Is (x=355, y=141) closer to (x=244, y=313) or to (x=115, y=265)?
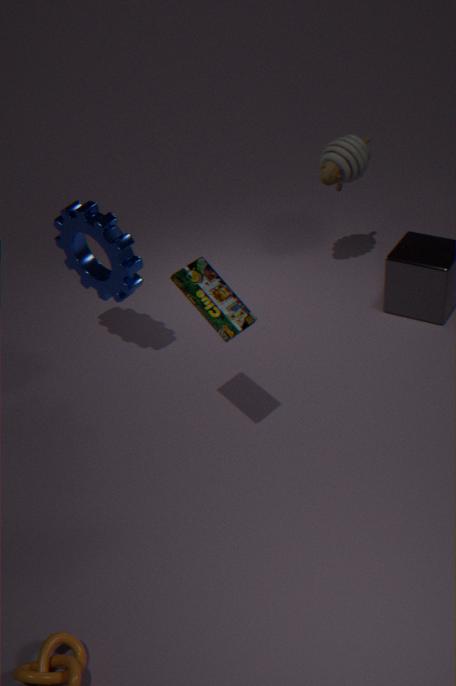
(x=115, y=265)
